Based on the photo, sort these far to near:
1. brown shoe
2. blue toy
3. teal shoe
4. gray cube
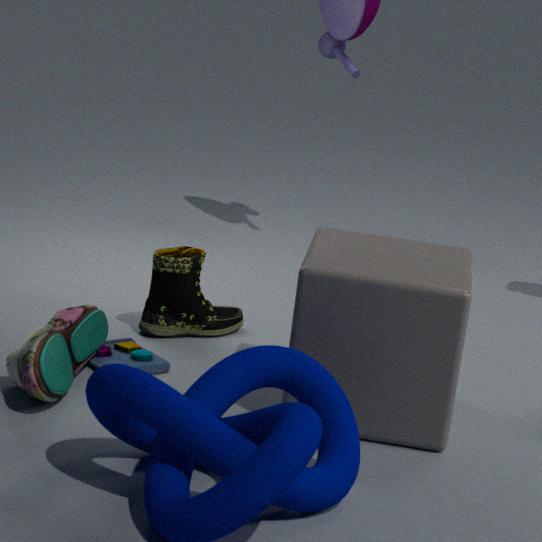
brown shoe
blue toy
gray cube
teal shoe
